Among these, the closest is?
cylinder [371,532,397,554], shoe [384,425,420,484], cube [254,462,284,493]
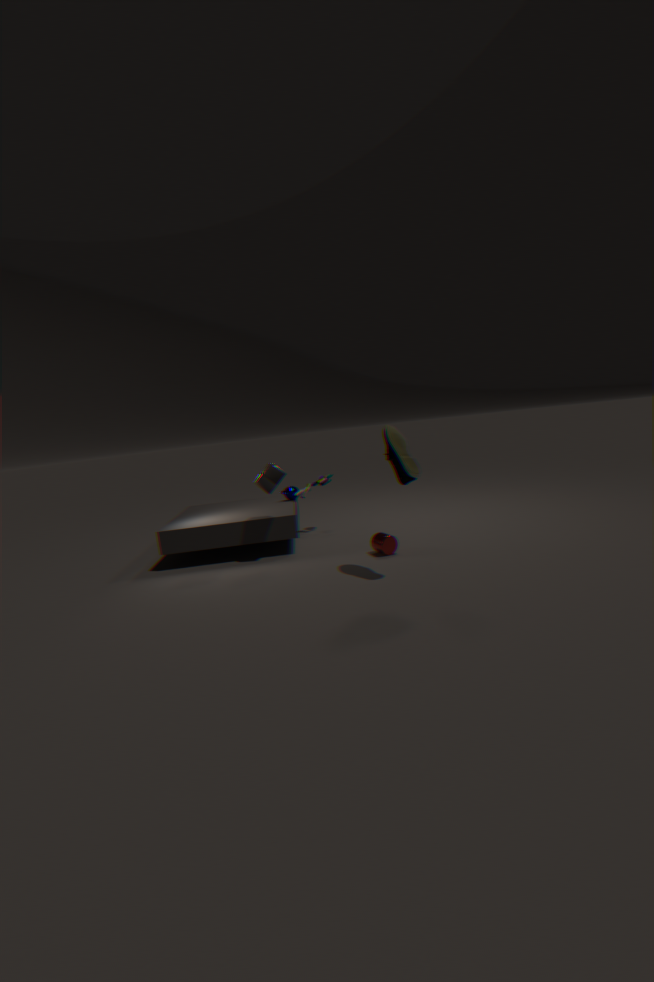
shoe [384,425,420,484]
